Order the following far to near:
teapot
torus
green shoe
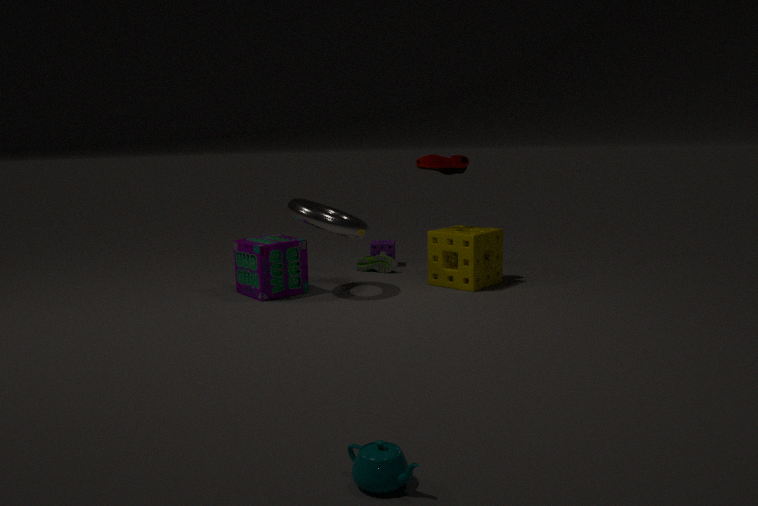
green shoe → torus → teapot
